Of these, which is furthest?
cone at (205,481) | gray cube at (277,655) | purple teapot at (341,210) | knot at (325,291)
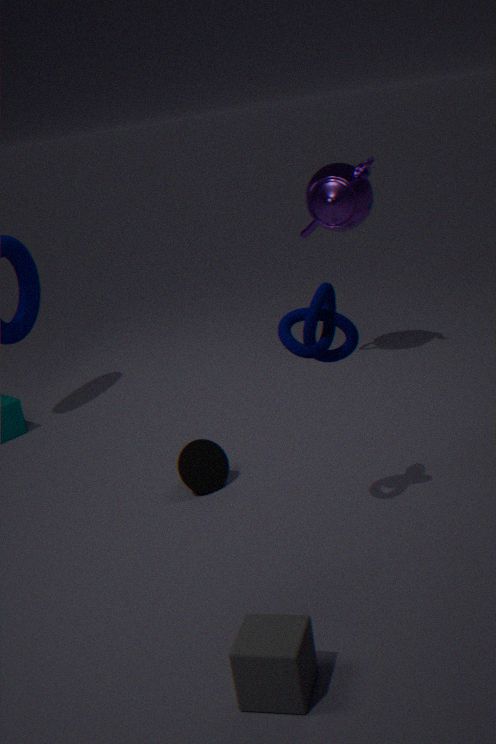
purple teapot at (341,210)
